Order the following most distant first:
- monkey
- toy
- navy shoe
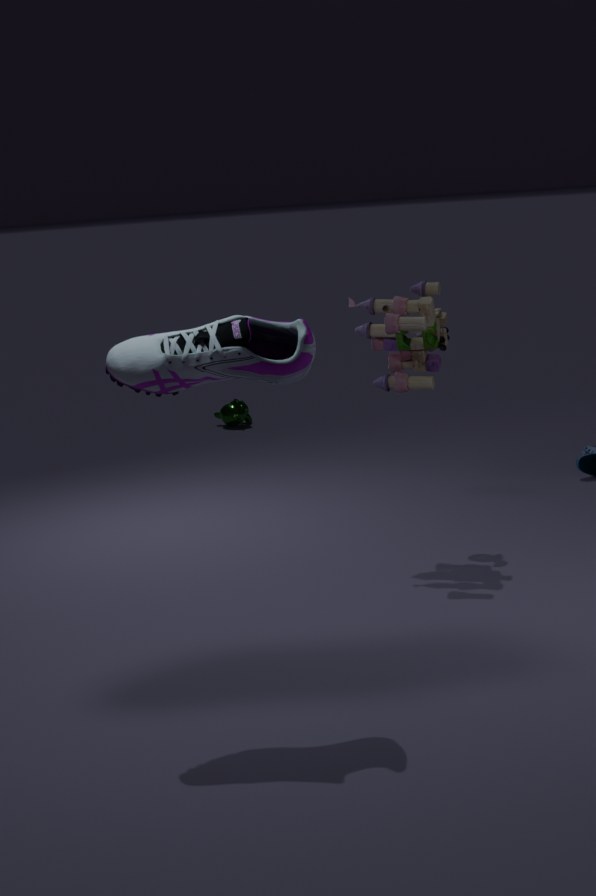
1. monkey
2. toy
3. navy shoe
